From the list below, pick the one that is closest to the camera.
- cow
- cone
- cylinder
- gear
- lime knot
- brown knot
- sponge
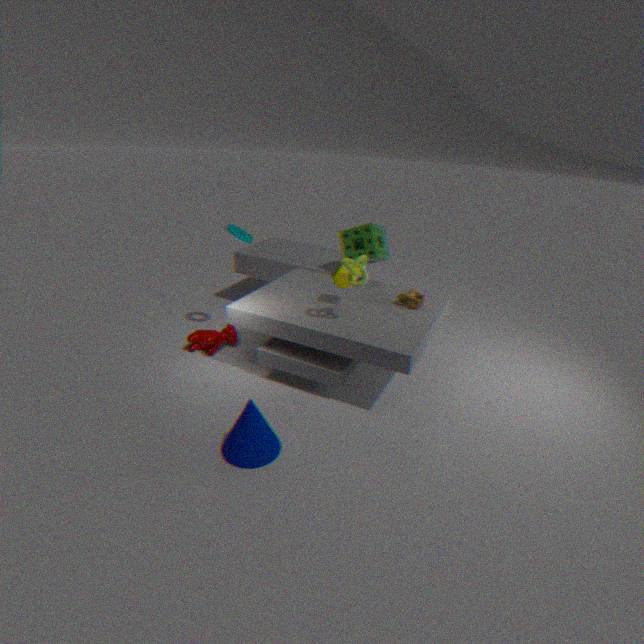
cone
